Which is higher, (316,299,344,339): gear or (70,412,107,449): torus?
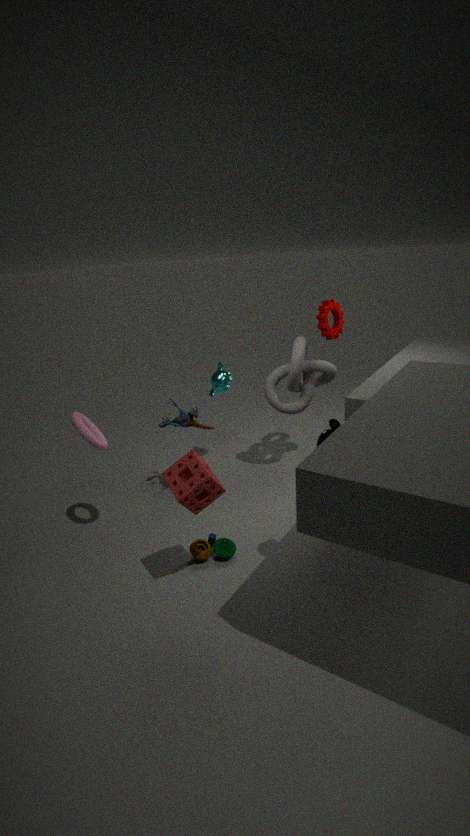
(316,299,344,339): gear
